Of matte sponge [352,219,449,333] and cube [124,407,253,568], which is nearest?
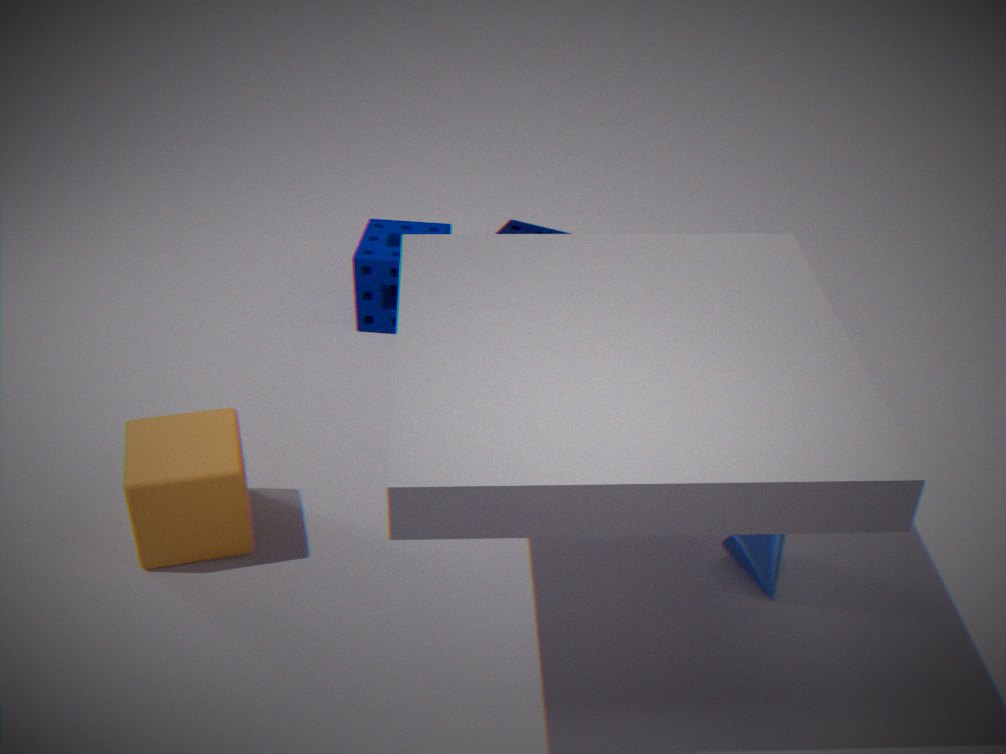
cube [124,407,253,568]
